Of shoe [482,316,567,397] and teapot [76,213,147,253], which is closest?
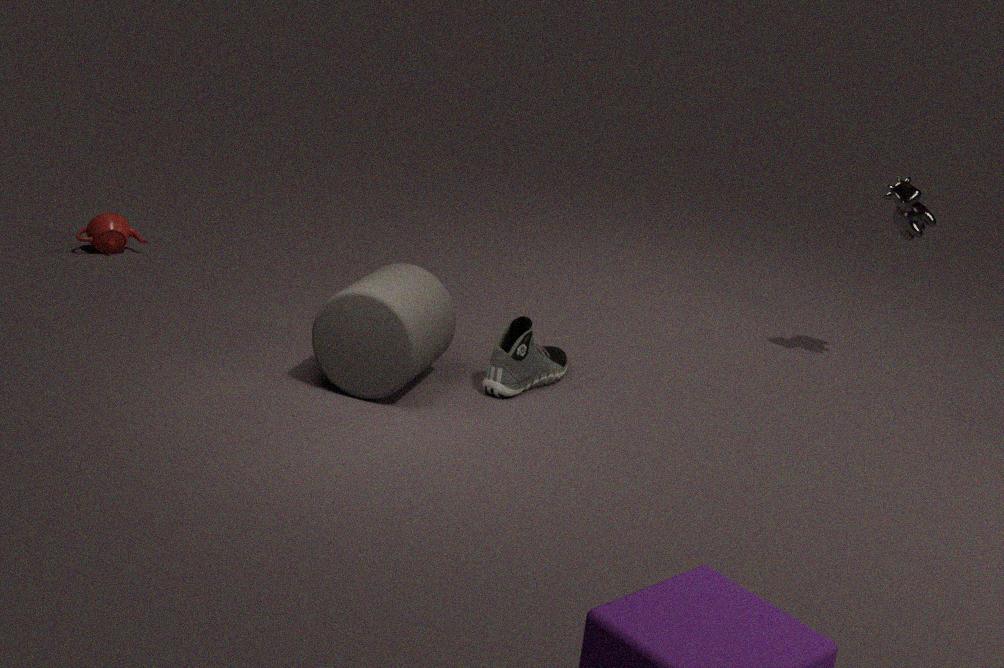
shoe [482,316,567,397]
